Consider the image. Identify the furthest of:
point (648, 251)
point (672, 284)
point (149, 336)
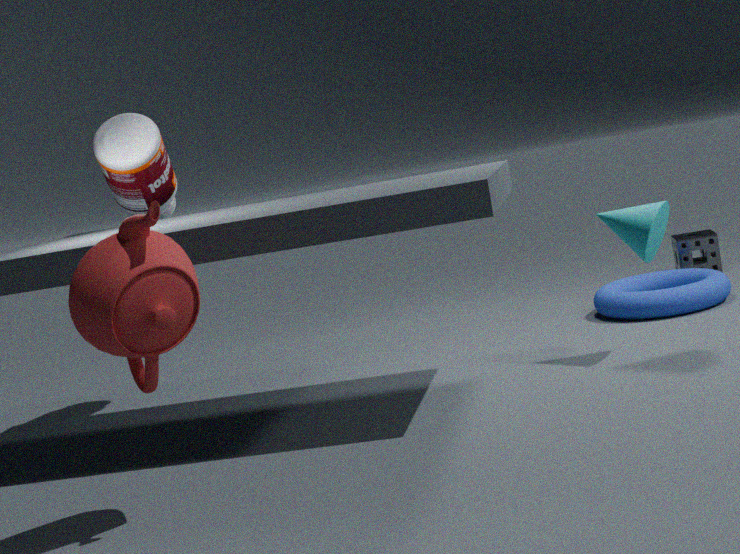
point (672, 284)
